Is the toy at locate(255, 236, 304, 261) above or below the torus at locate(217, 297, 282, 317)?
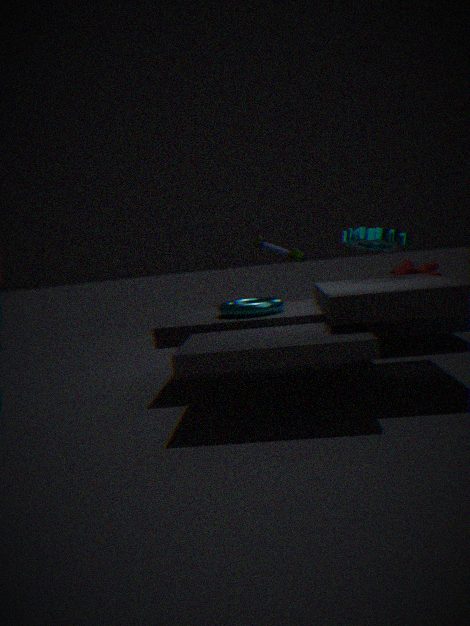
above
